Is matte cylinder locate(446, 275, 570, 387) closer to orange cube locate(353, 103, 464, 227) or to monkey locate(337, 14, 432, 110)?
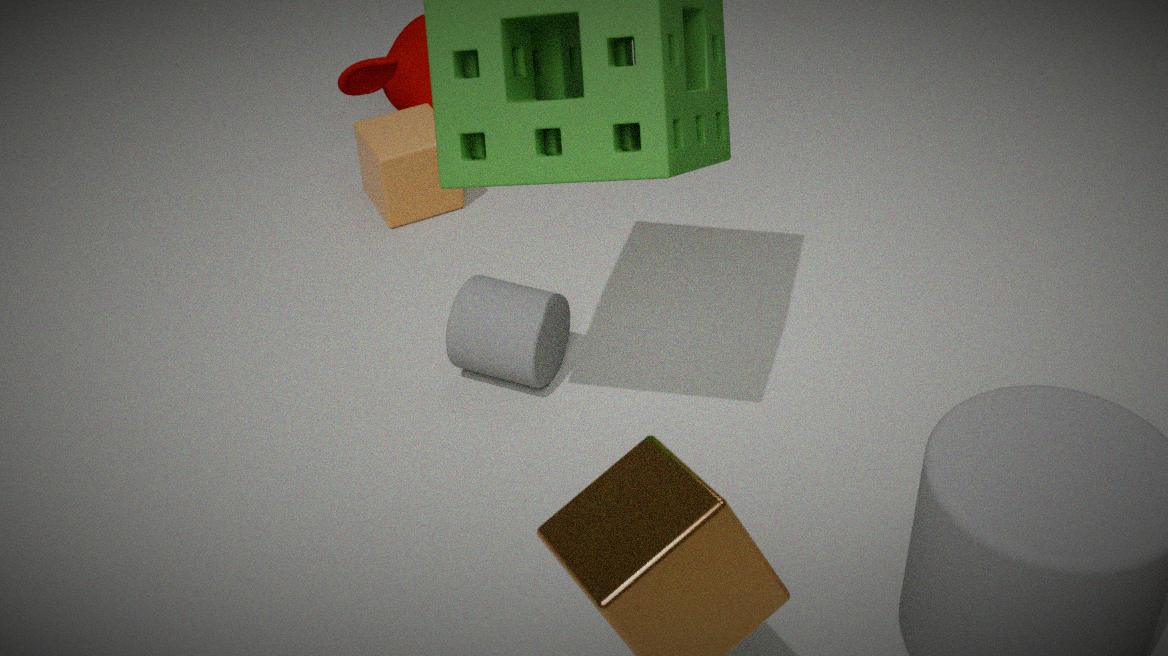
orange cube locate(353, 103, 464, 227)
